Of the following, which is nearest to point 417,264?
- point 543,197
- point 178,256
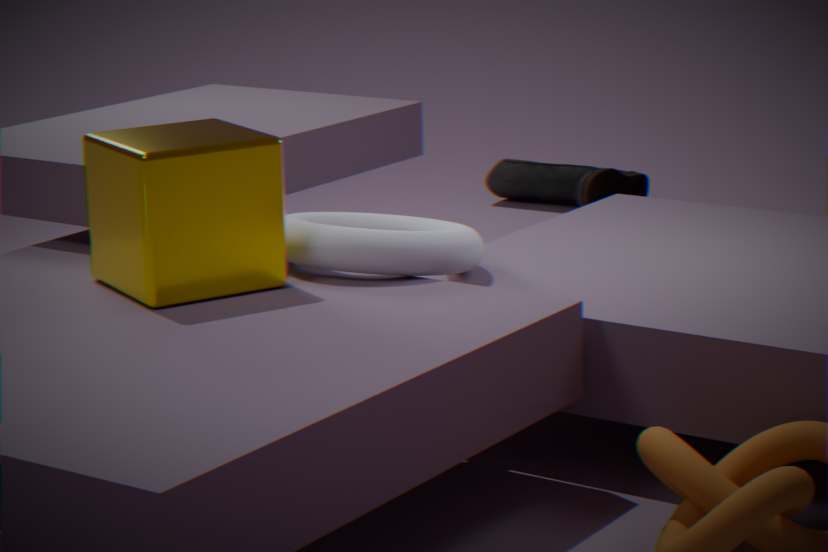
point 178,256
